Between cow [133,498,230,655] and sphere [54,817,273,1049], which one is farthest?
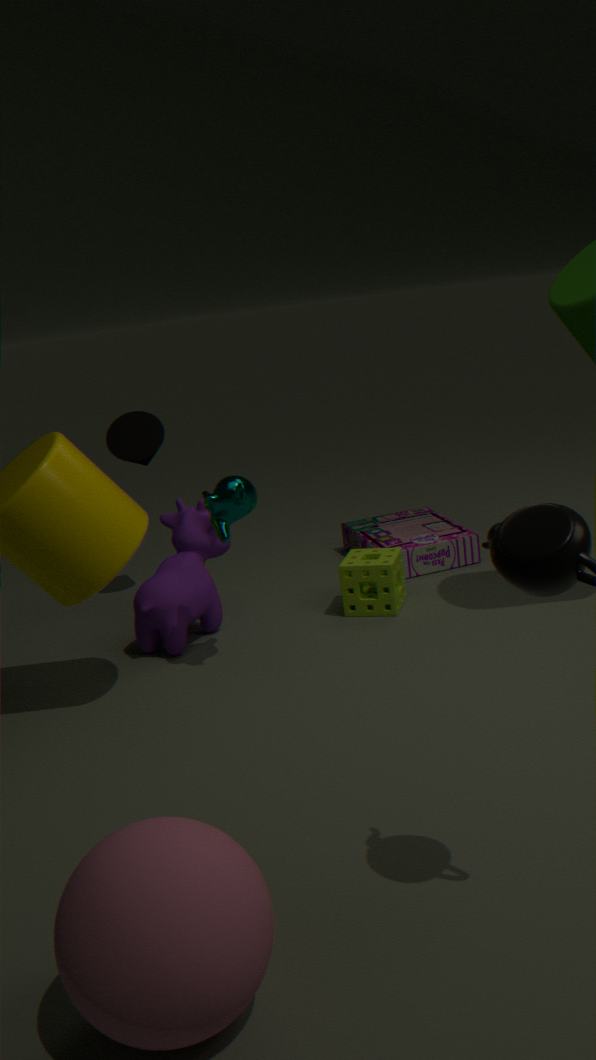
cow [133,498,230,655]
